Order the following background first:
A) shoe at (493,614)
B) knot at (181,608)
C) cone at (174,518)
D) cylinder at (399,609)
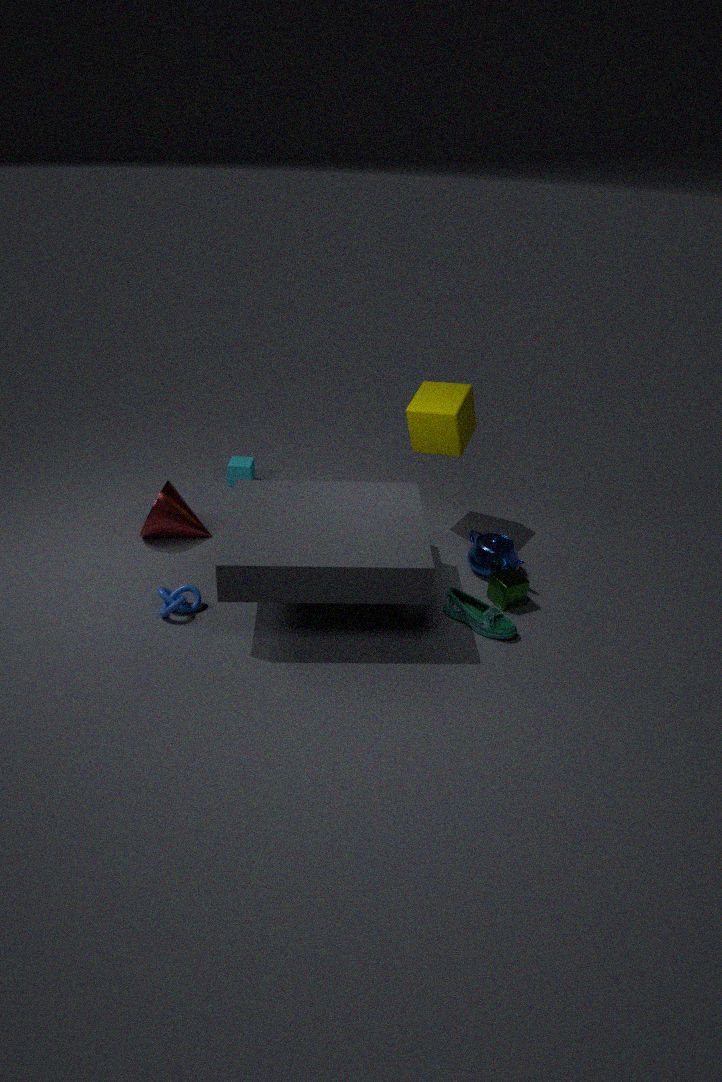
1. cone at (174,518)
2. cylinder at (399,609)
3. knot at (181,608)
4. shoe at (493,614)
